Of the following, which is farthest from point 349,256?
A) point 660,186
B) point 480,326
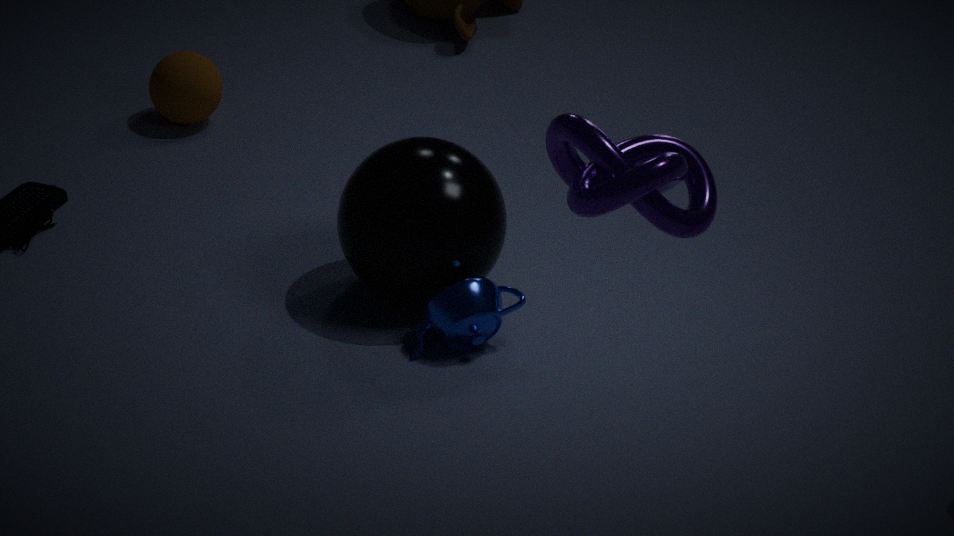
point 660,186
